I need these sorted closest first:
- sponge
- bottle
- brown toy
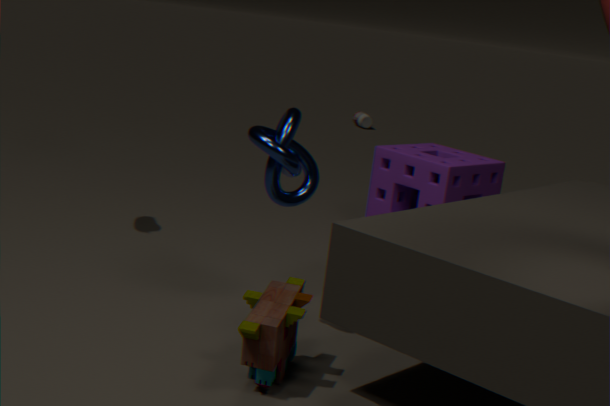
brown toy
sponge
bottle
